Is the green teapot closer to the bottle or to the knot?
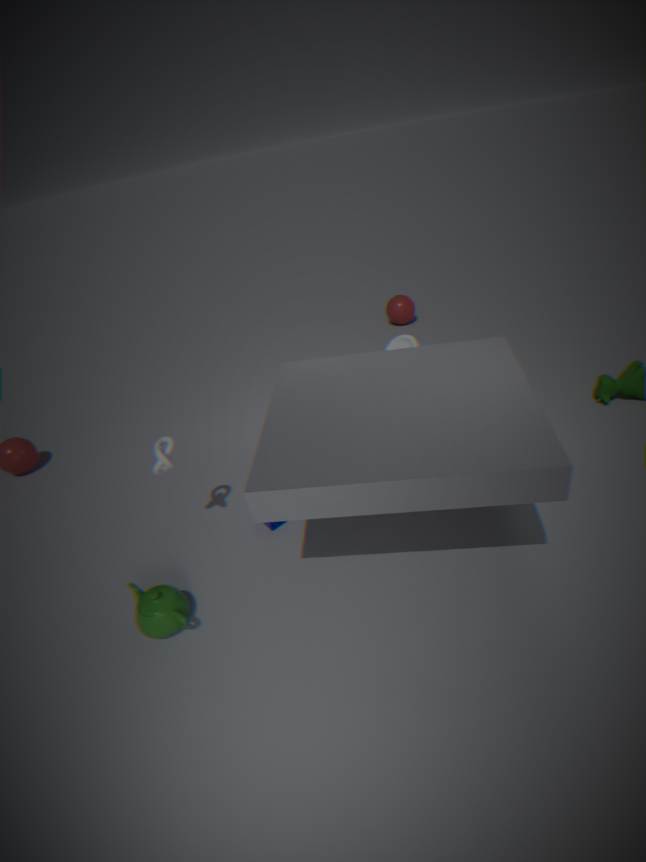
the knot
